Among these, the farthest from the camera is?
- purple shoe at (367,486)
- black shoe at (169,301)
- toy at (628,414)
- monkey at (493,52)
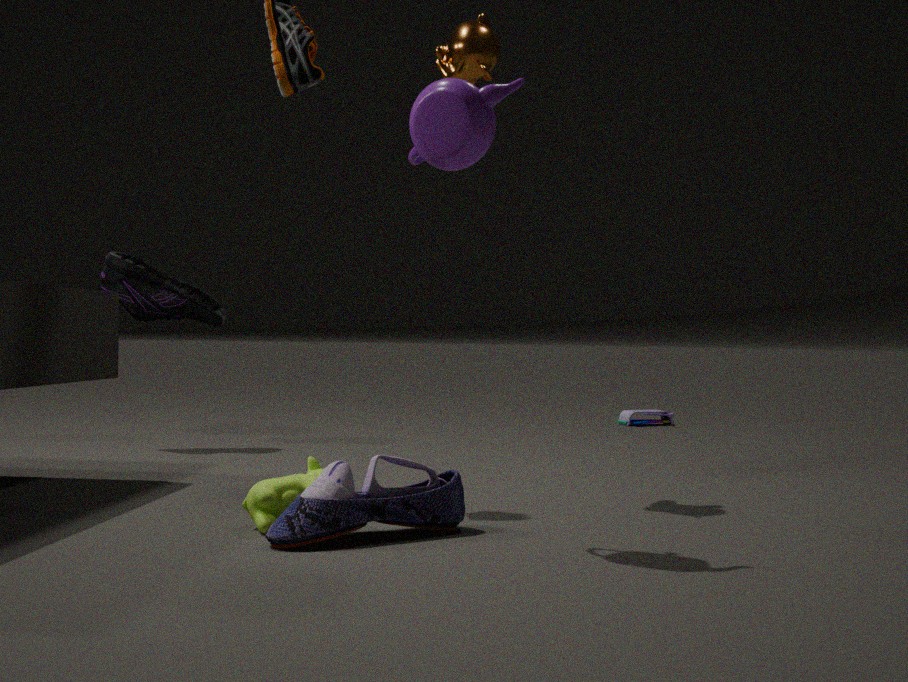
toy at (628,414)
